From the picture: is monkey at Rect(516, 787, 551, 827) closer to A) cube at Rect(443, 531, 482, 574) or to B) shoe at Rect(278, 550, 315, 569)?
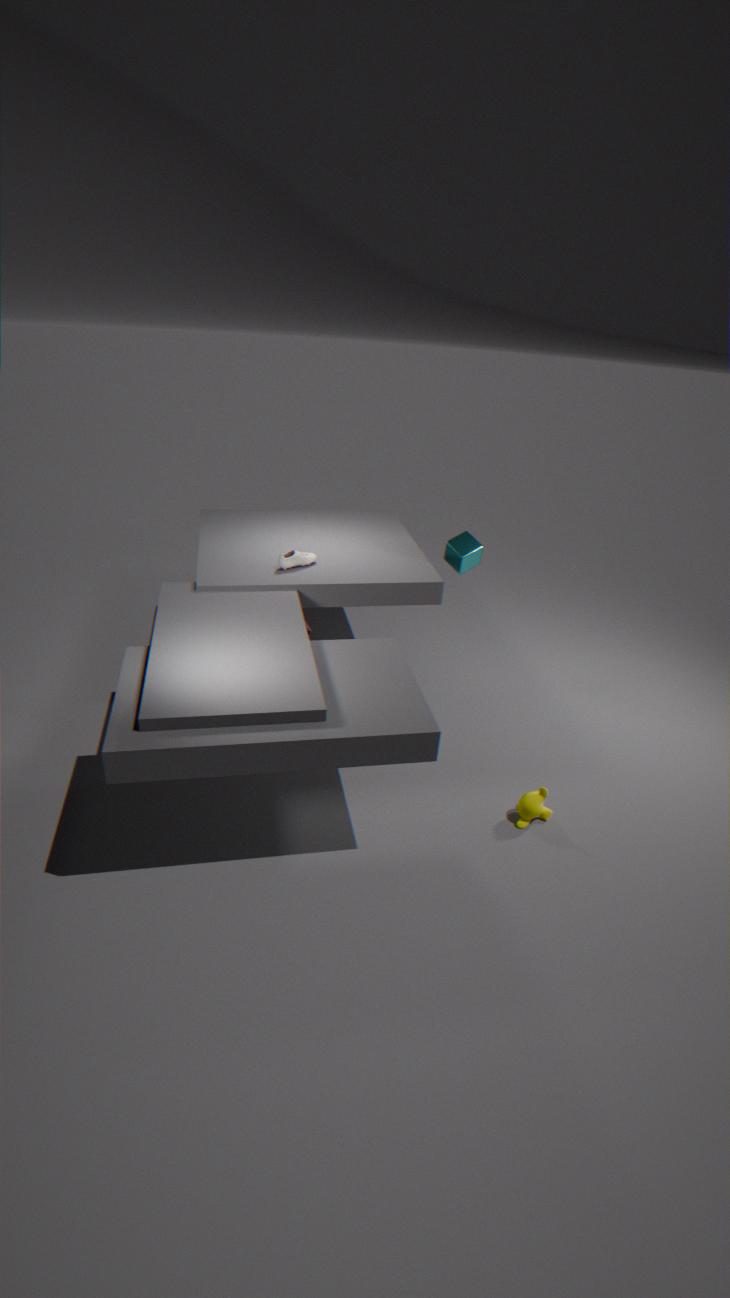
A) cube at Rect(443, 531, 482, 574)
